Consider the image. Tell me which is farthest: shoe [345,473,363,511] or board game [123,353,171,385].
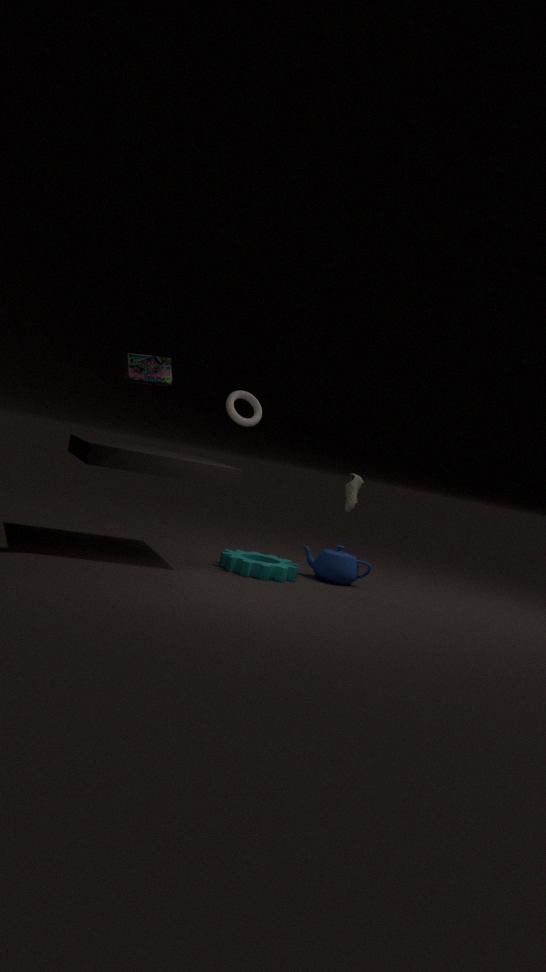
shoe [345,473,363,511]
